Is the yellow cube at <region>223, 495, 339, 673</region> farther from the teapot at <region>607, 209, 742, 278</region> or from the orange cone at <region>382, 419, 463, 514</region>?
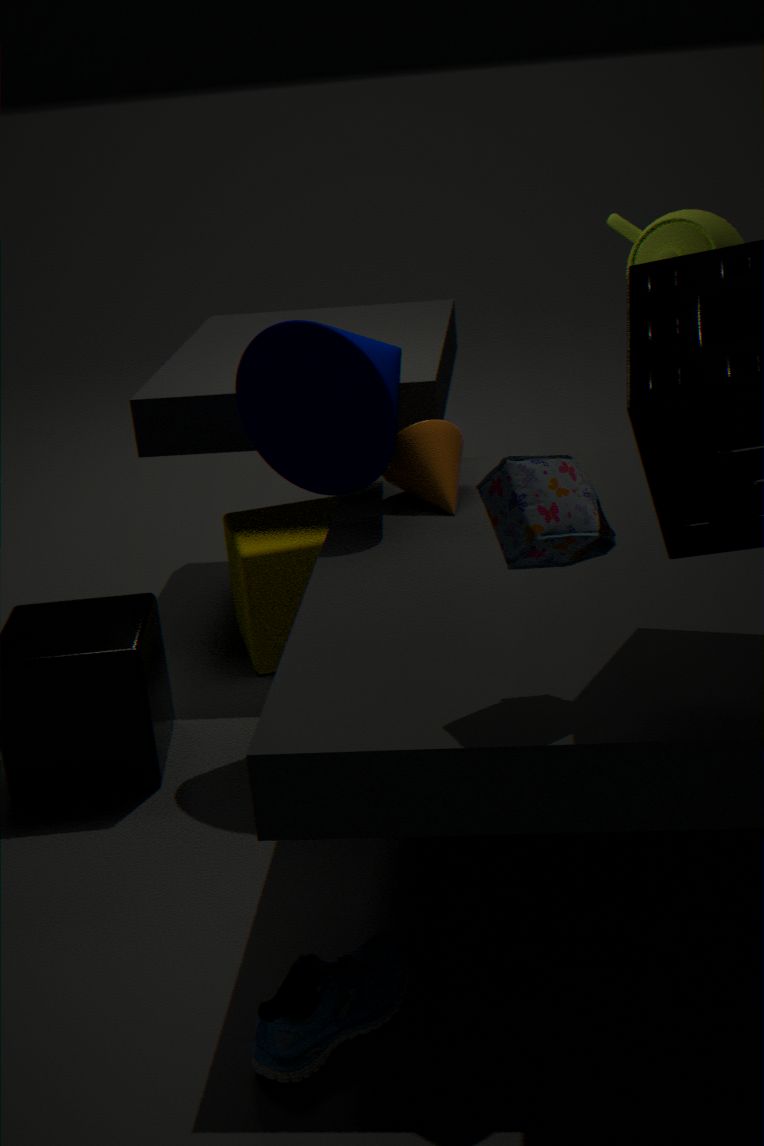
the teapot at <region>607, 209, 742, 278</region>
